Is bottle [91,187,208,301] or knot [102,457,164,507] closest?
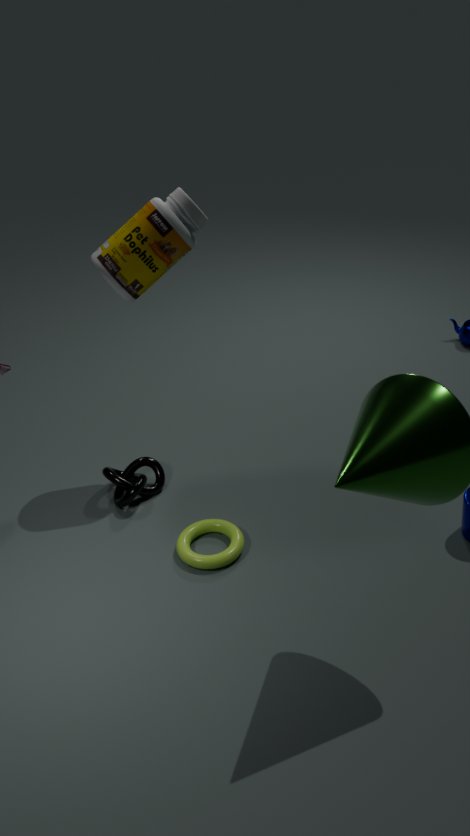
bottle [91,187,208,301]
